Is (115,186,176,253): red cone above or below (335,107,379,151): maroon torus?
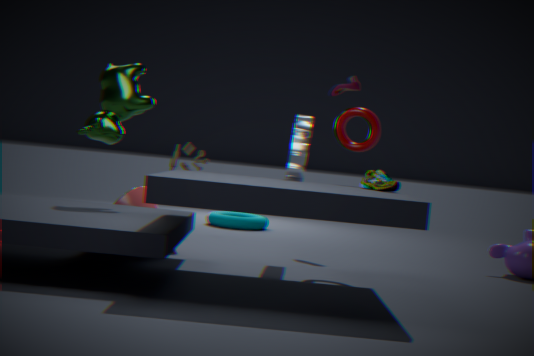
below
